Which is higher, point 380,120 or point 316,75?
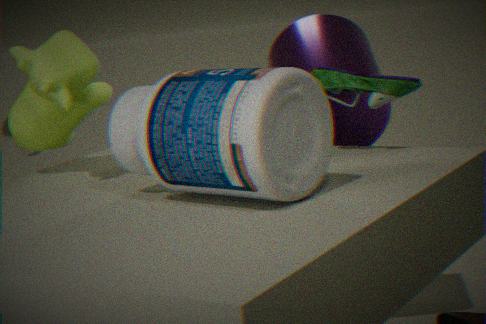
point 316,75
